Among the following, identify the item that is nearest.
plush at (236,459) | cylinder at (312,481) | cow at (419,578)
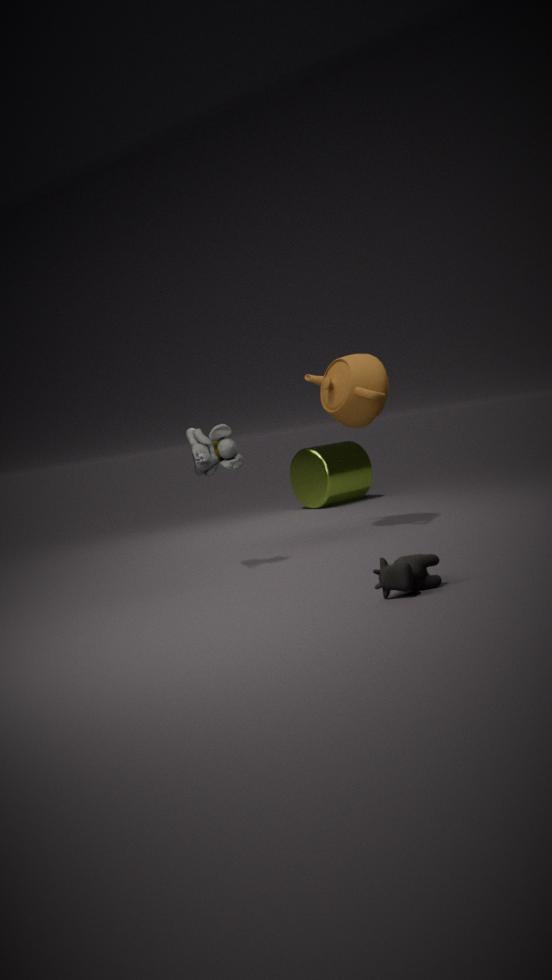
cow at (419,578)
